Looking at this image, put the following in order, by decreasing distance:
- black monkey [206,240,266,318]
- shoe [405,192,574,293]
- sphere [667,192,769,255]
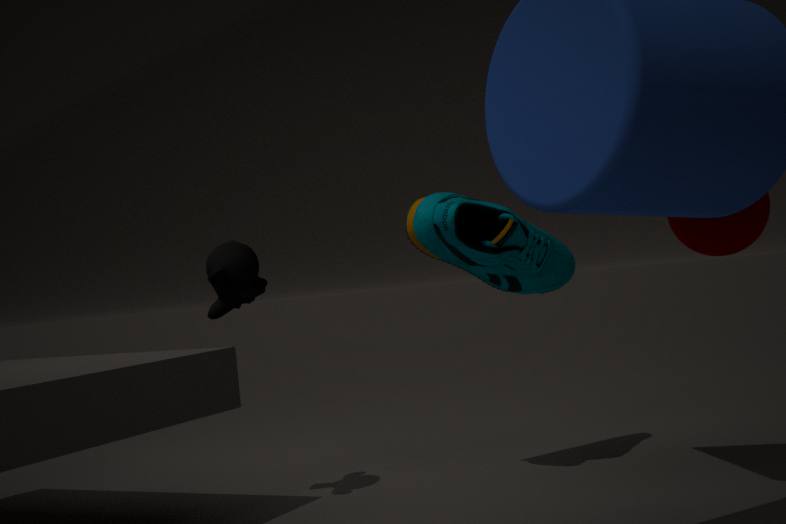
shoe [405,192,574,293] < black monkey [206,240,266,318] < sphere [667,192,769,255]
